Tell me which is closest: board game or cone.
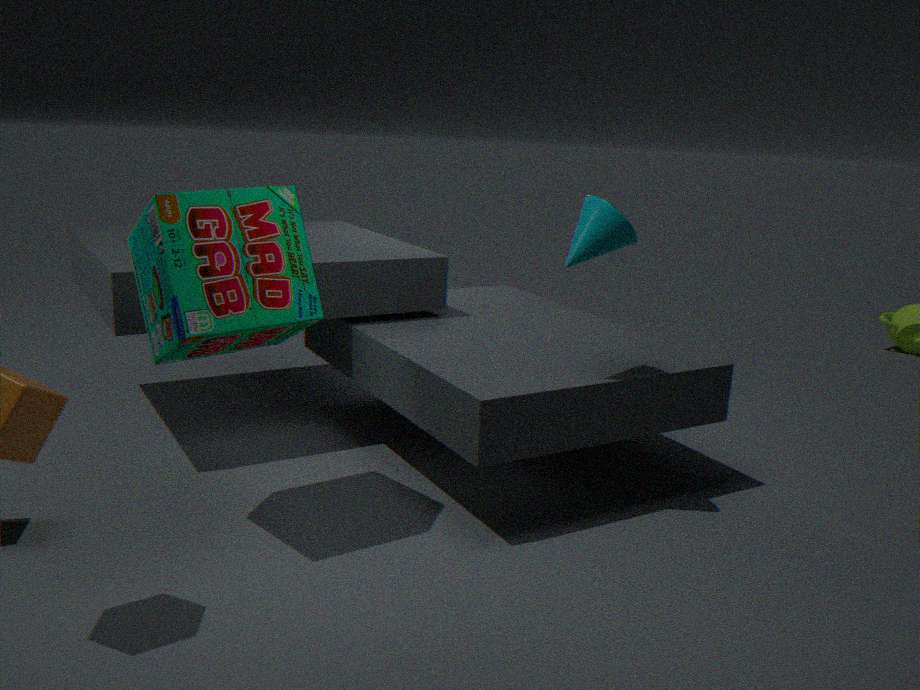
board game
